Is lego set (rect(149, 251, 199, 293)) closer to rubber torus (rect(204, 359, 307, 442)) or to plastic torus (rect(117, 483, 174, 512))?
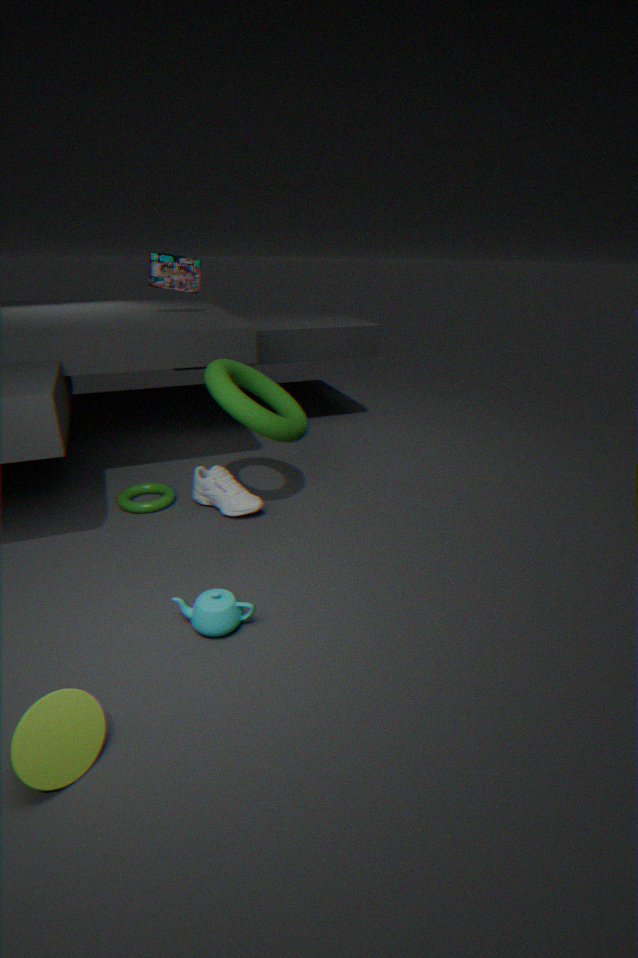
rubber torus (rect(204, 359, 307, 442))
